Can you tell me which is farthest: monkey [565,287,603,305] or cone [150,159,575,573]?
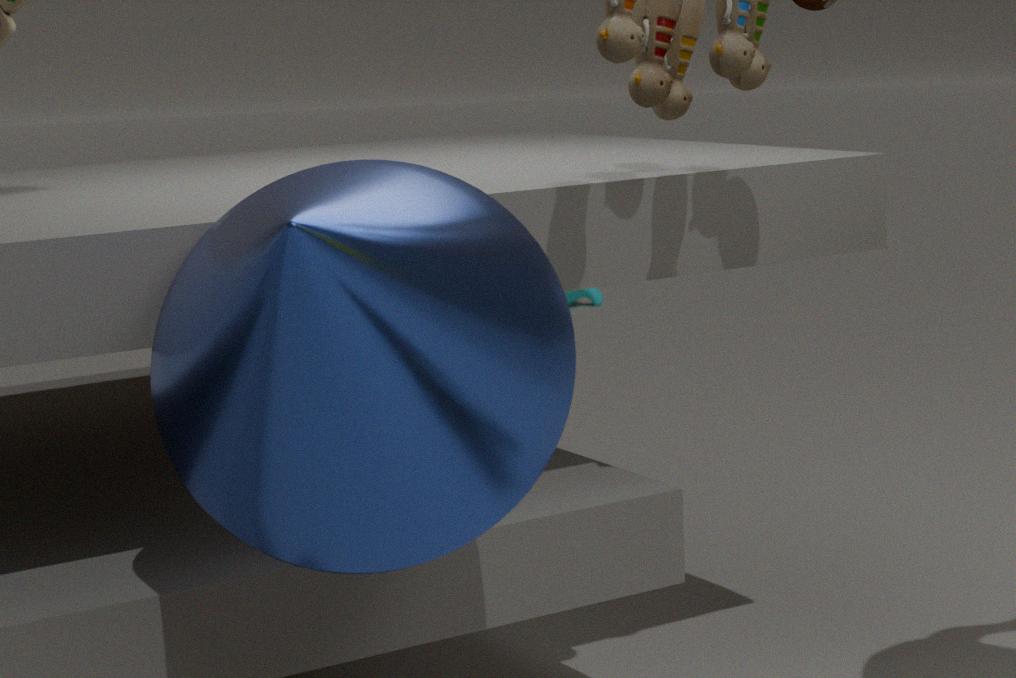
monkey [565,287,603,305]
